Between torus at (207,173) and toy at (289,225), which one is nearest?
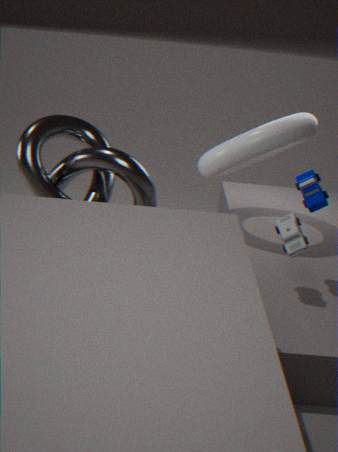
toy at (289,225)
